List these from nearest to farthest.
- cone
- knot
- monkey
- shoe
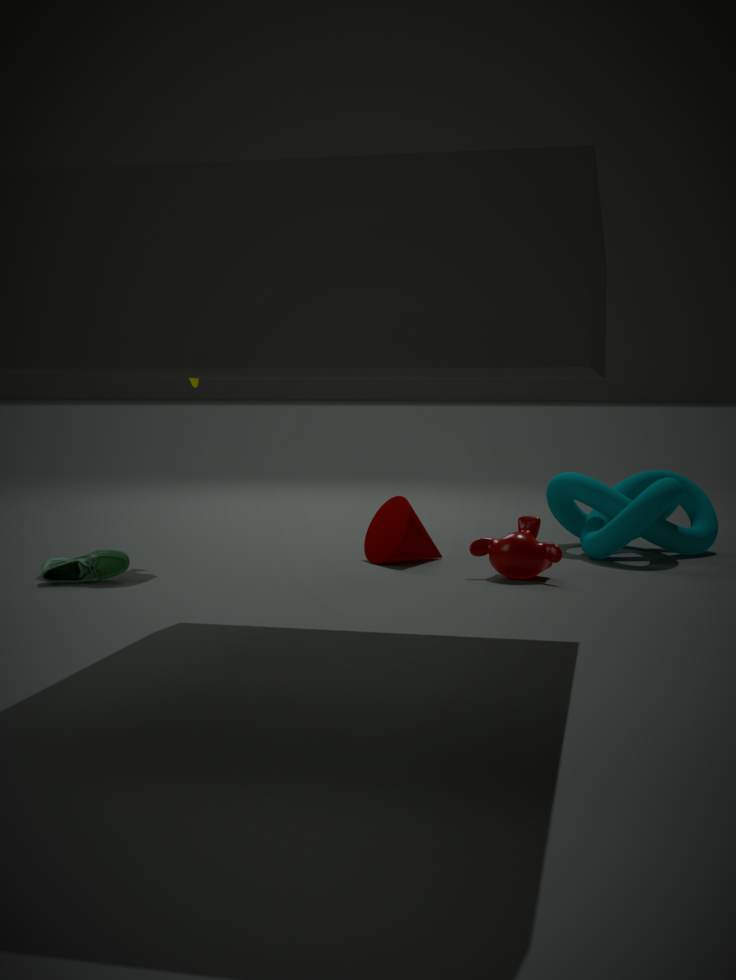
shoe < monkey < cone < knot
